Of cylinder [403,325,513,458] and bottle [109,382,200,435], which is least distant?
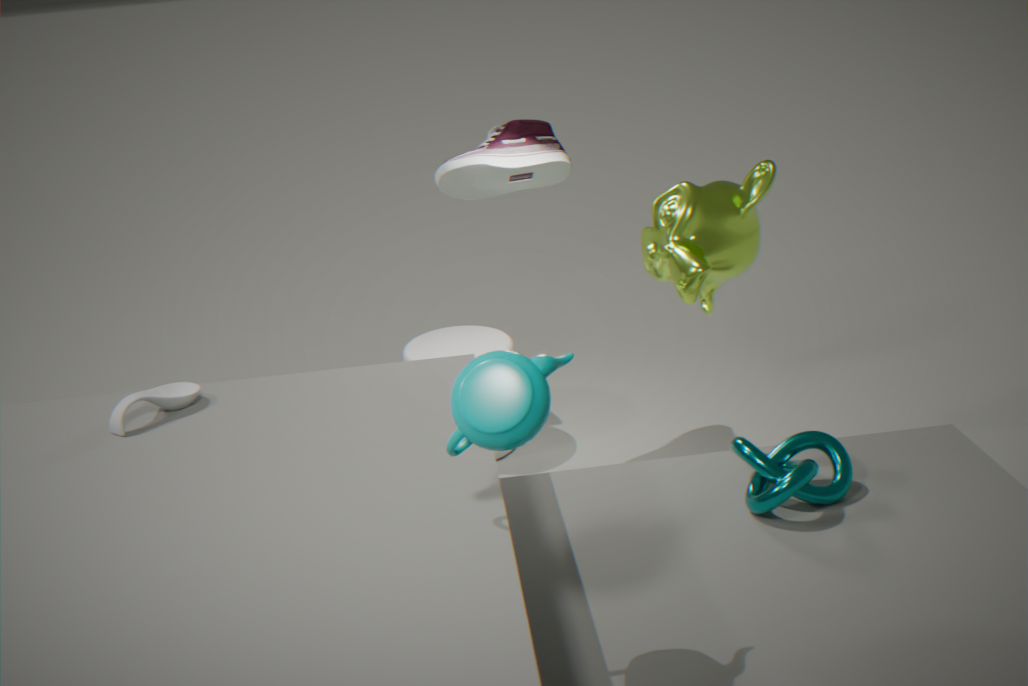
bottle [109,382,200,435]
